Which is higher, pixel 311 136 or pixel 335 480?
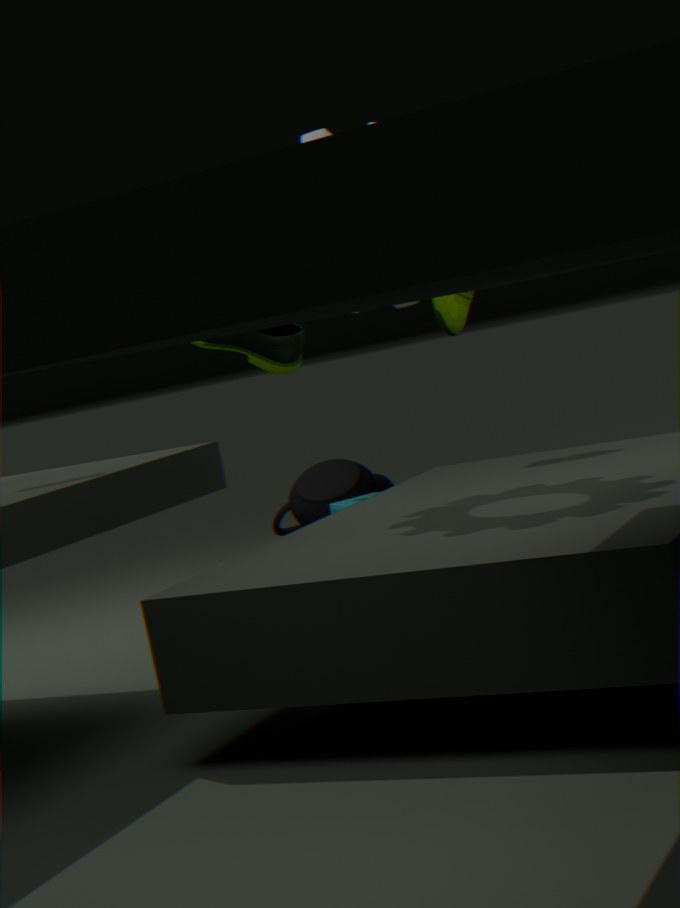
pixel 311 136
